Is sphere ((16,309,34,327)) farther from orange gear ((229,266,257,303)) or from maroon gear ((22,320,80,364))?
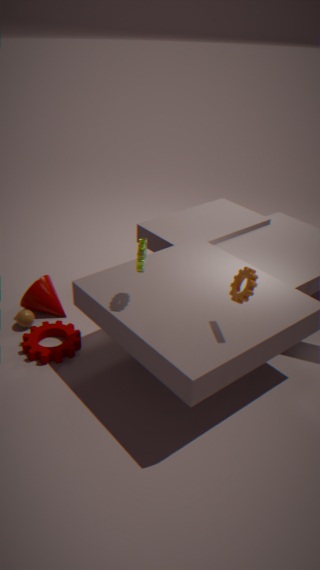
orange gear ((229,266,257,303))
